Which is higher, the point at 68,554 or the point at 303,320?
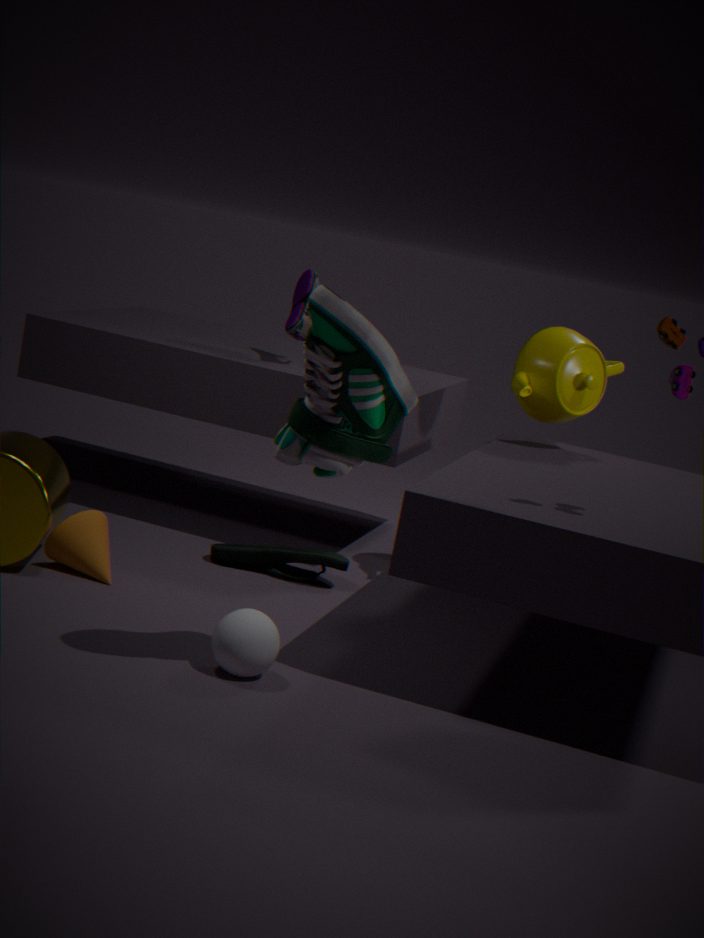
the point at 303,320
